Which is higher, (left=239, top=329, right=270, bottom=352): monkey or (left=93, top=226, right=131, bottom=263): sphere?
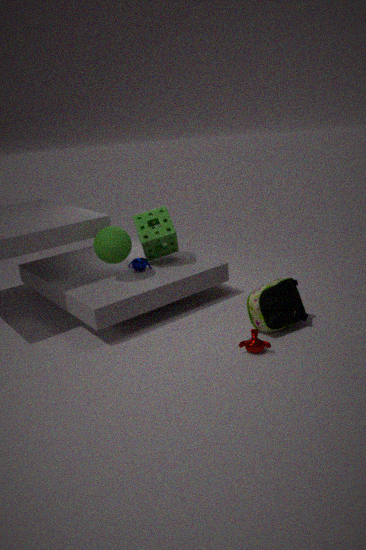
(left=93, top=226, right=131, bottom=263): sphere
